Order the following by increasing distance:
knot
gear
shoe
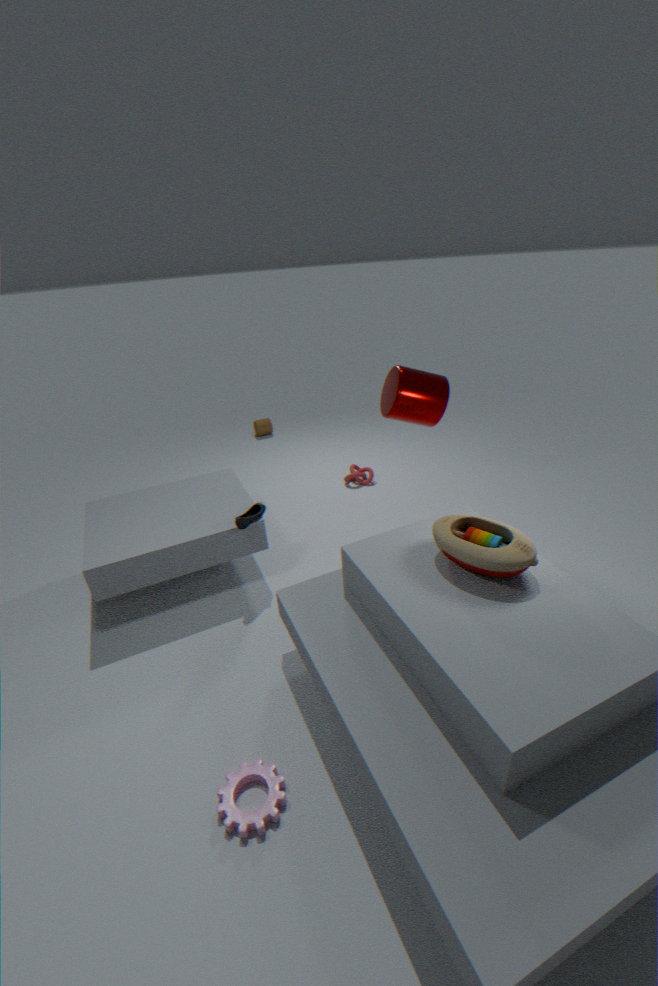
gear → shoe → knot
